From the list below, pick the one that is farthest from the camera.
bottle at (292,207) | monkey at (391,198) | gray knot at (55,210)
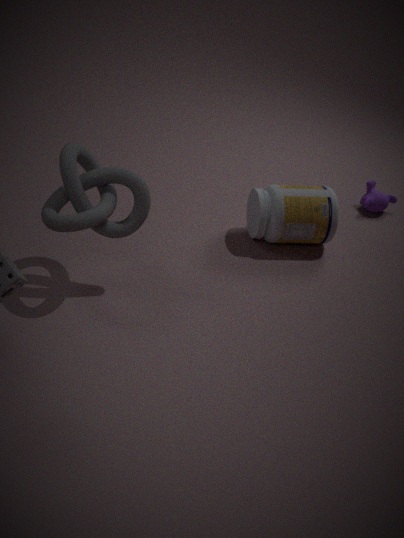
monkey at (391,198)
